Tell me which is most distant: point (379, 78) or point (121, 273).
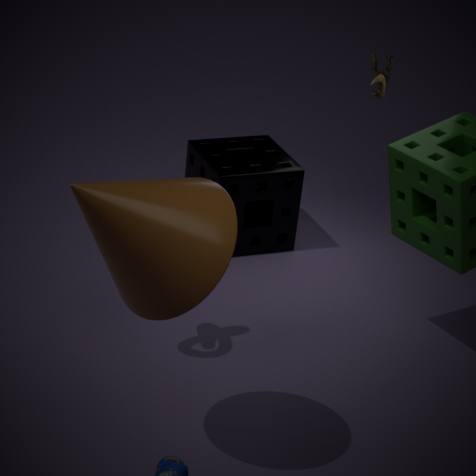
point (379, 78)
